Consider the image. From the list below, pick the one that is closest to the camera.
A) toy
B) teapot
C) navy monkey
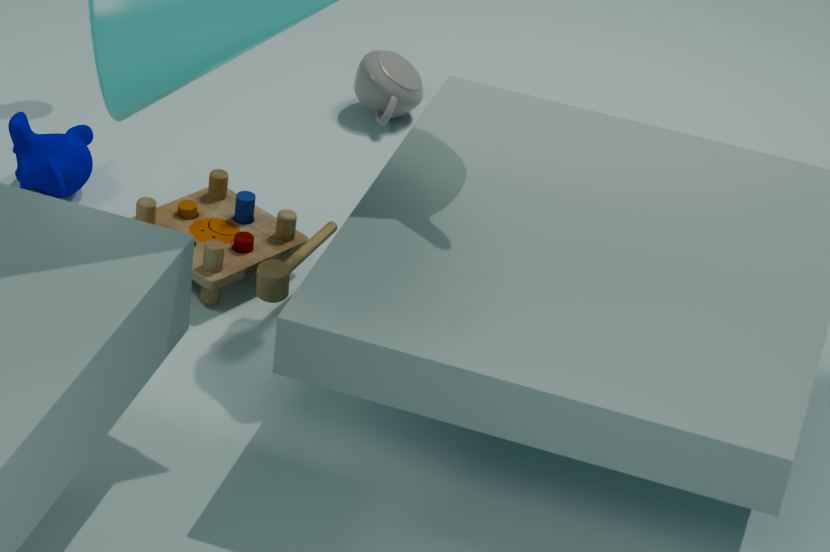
toy
